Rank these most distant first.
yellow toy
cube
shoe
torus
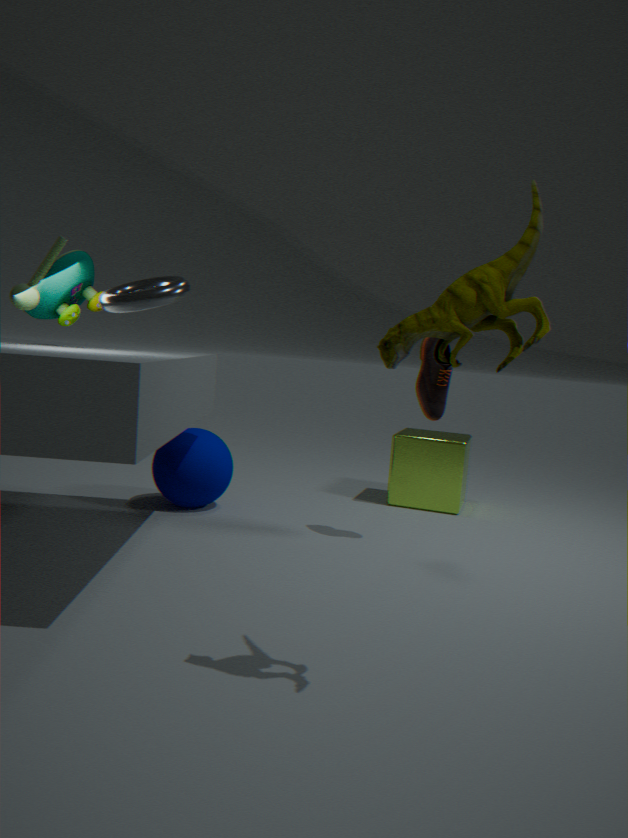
cube < shoe < torus < yellow toy
